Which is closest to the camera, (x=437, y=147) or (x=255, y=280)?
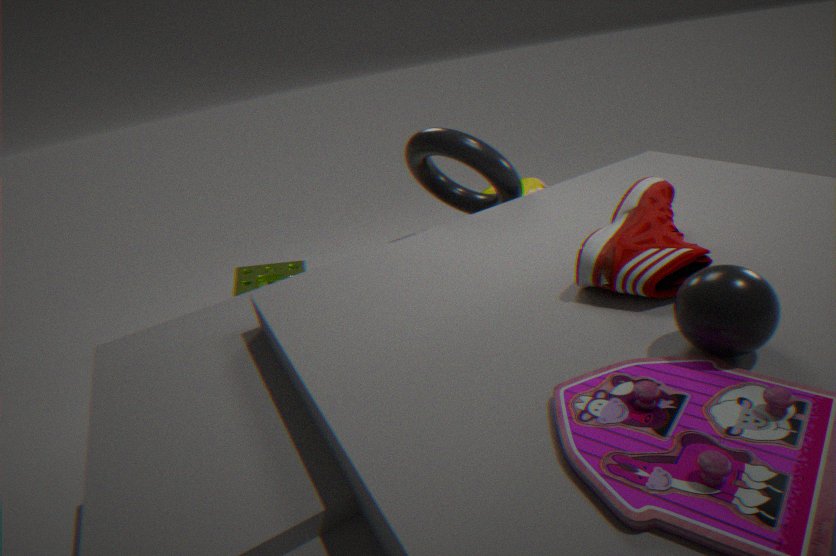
(x=437, y=147)
